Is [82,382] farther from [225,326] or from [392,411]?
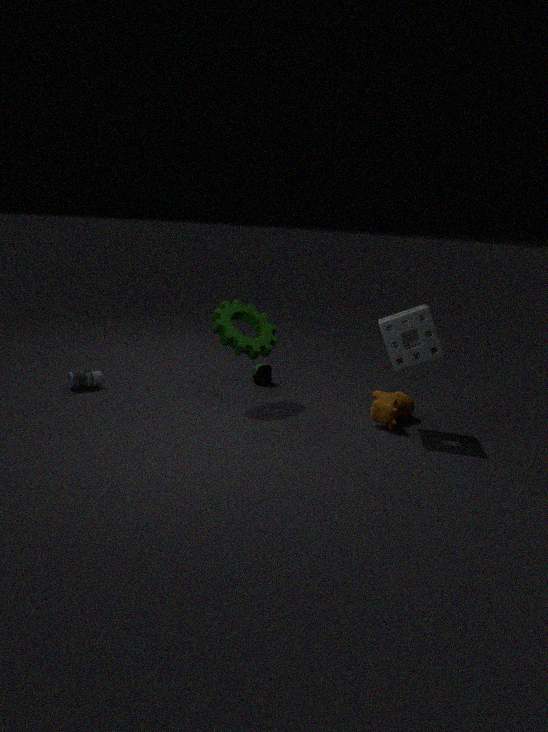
[392,411]
